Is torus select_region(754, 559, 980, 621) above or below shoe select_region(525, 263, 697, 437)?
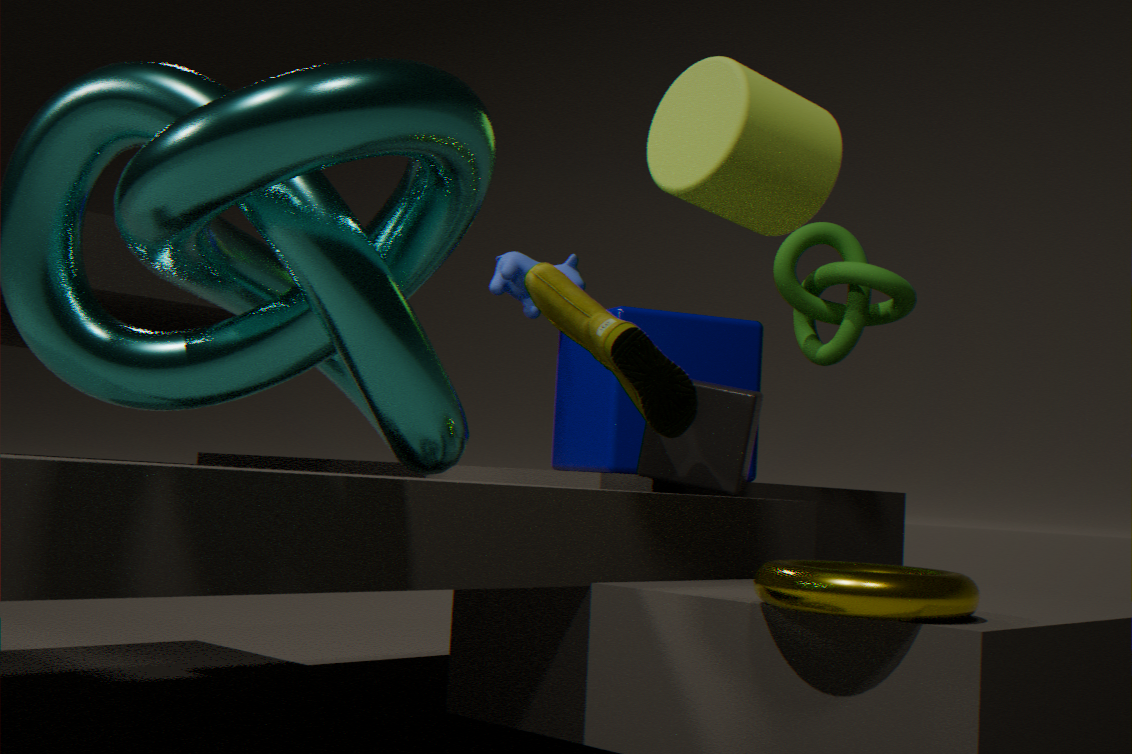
below
